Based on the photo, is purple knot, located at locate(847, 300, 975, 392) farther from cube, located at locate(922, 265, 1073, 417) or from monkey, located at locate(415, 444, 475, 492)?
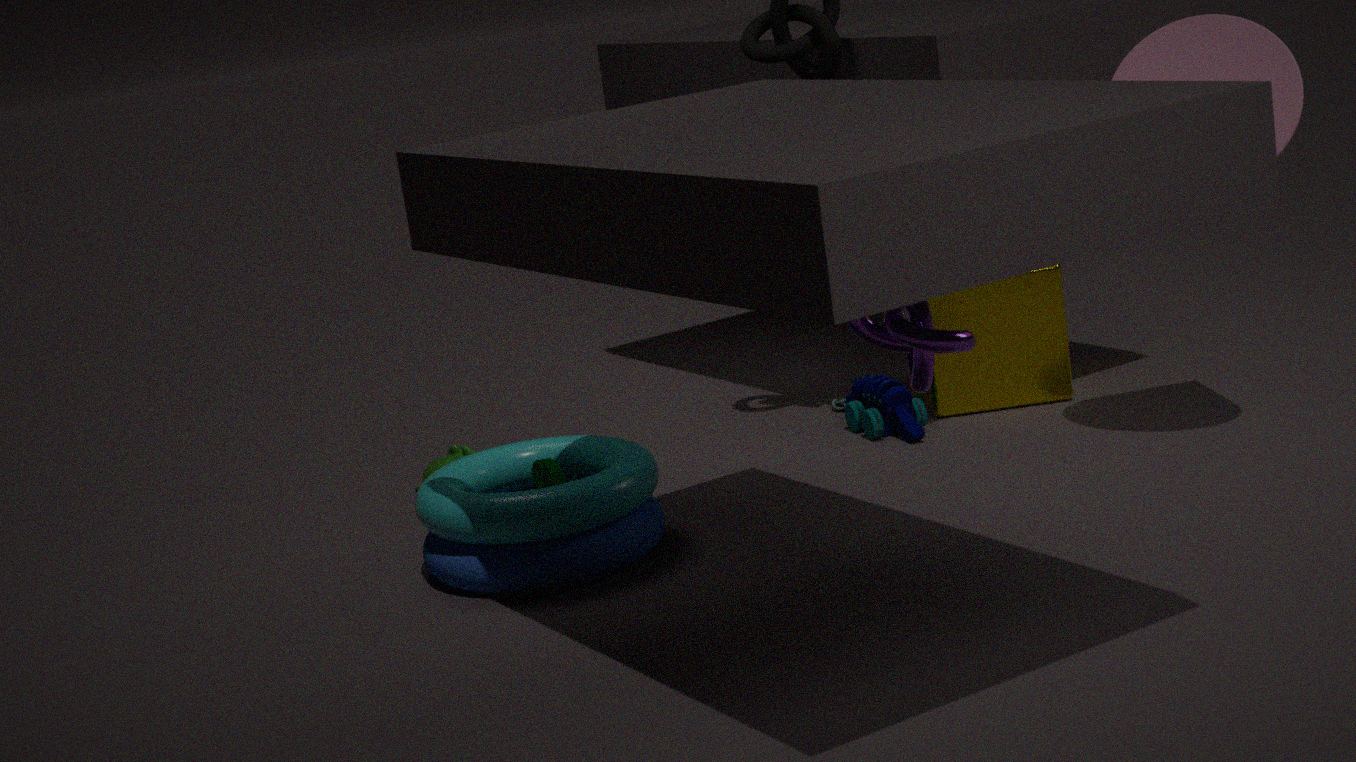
monkey, located at locate(415, 444, 475, 492)
